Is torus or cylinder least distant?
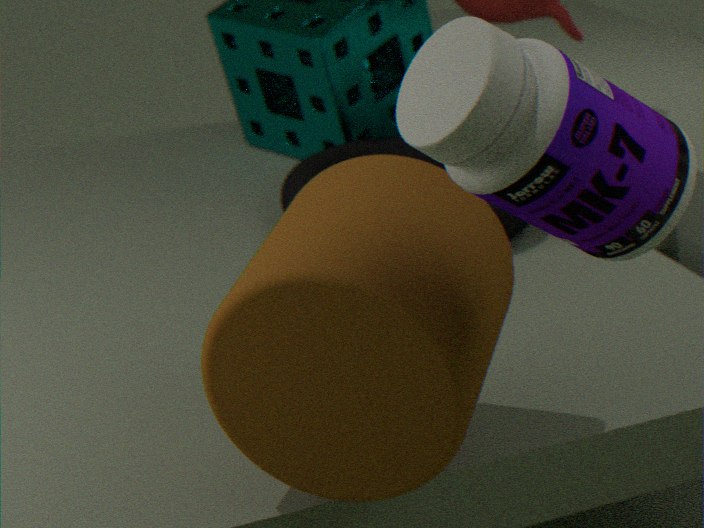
cylinder
